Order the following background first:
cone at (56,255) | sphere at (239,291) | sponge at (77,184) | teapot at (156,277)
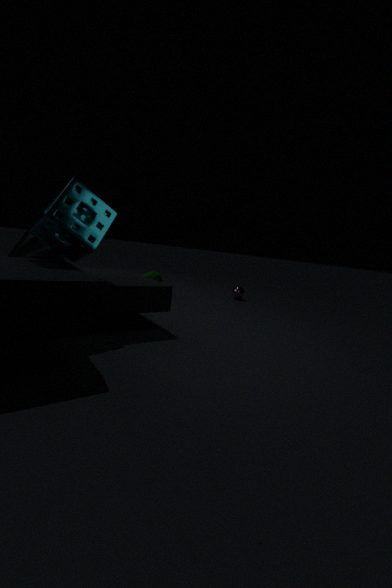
1. sphere at (239,291)
2. teapot at (156,277)
3. cone at (56,255)
4. sponge at (77,184)
